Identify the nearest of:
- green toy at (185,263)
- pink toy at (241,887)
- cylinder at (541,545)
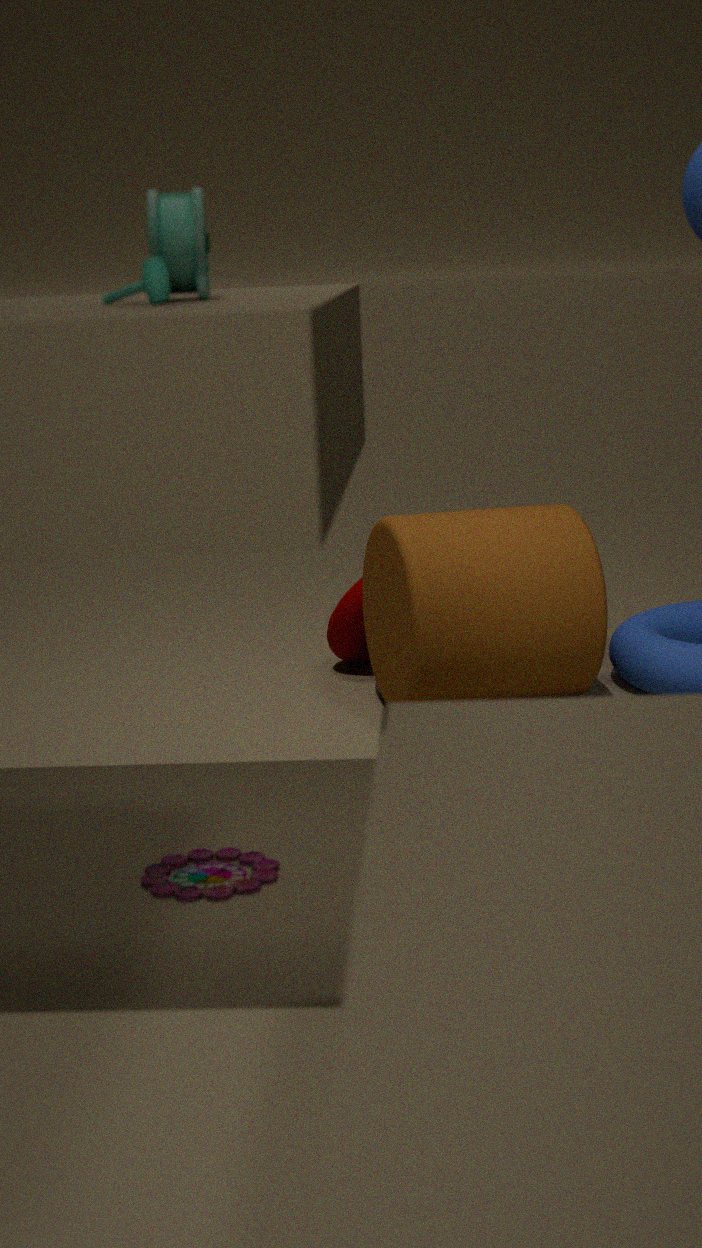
green toy at (185,263)
